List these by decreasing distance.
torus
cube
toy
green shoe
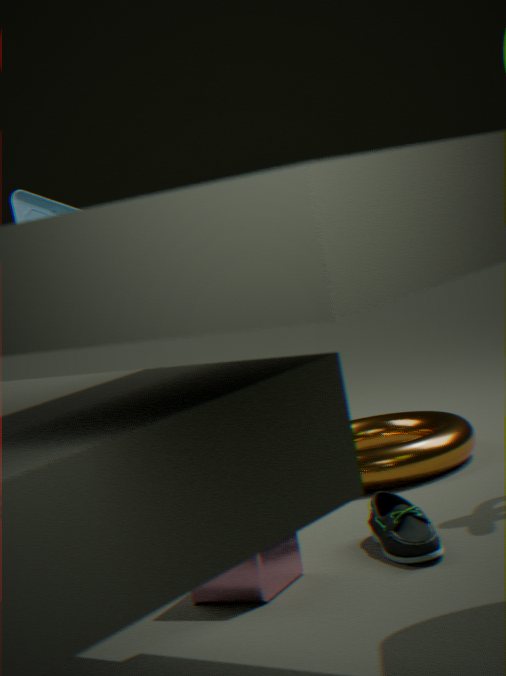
toy
torus
green shoe
cube
